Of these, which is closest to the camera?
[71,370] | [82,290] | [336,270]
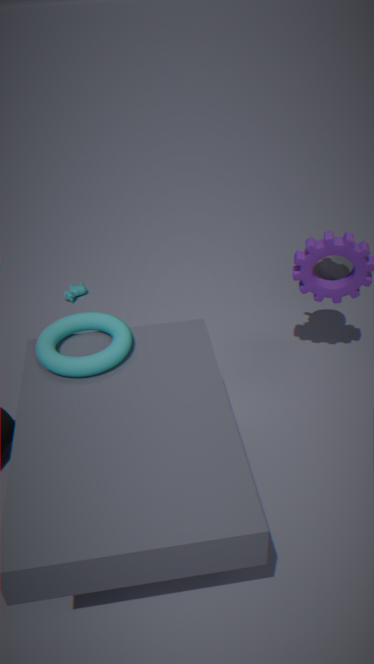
[71,370]
